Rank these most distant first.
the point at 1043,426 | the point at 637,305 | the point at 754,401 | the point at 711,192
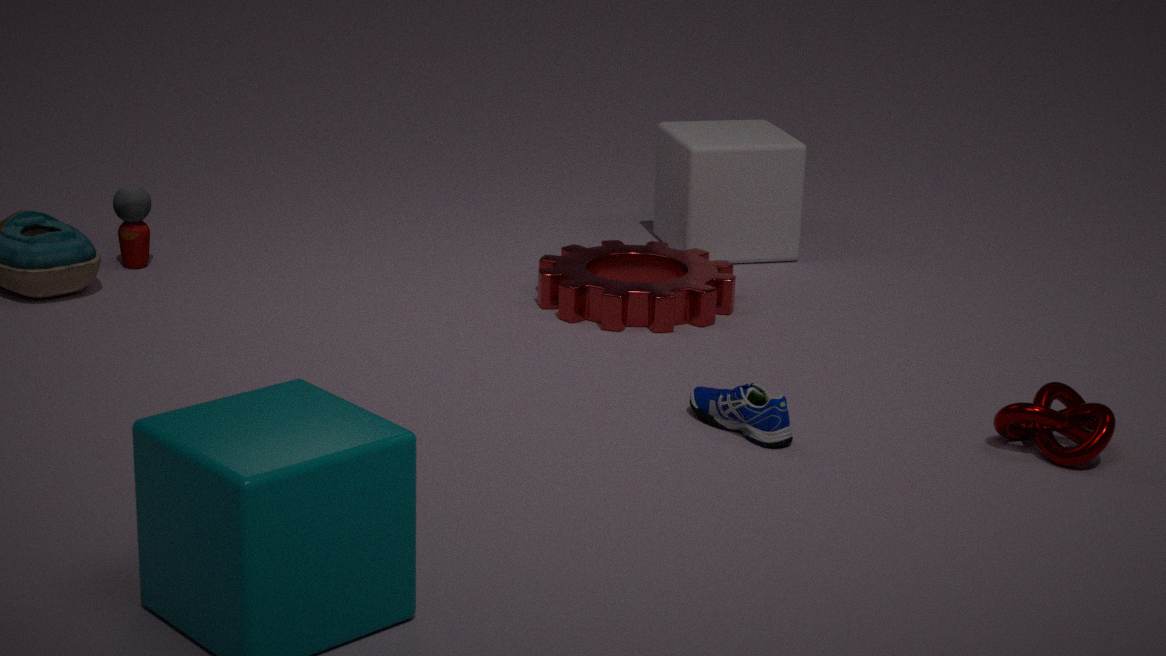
1. the point at 711,192
2. the point at 637,305
3. the point at 754,401
4. the point at 1043,426
